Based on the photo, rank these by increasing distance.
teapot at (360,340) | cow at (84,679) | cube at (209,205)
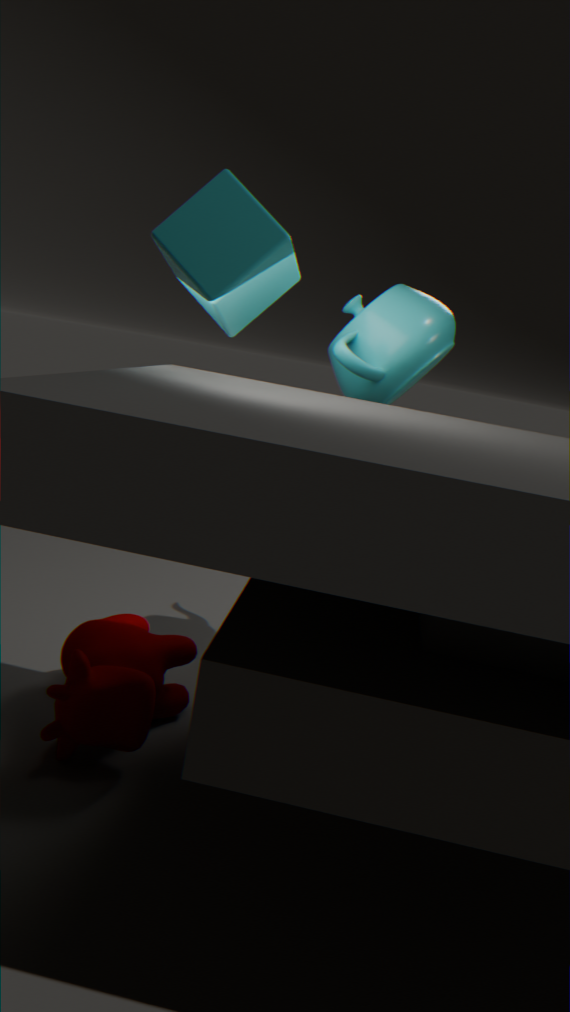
cube at (209,205) < cow at (84,679) < teapot at (360,340)
